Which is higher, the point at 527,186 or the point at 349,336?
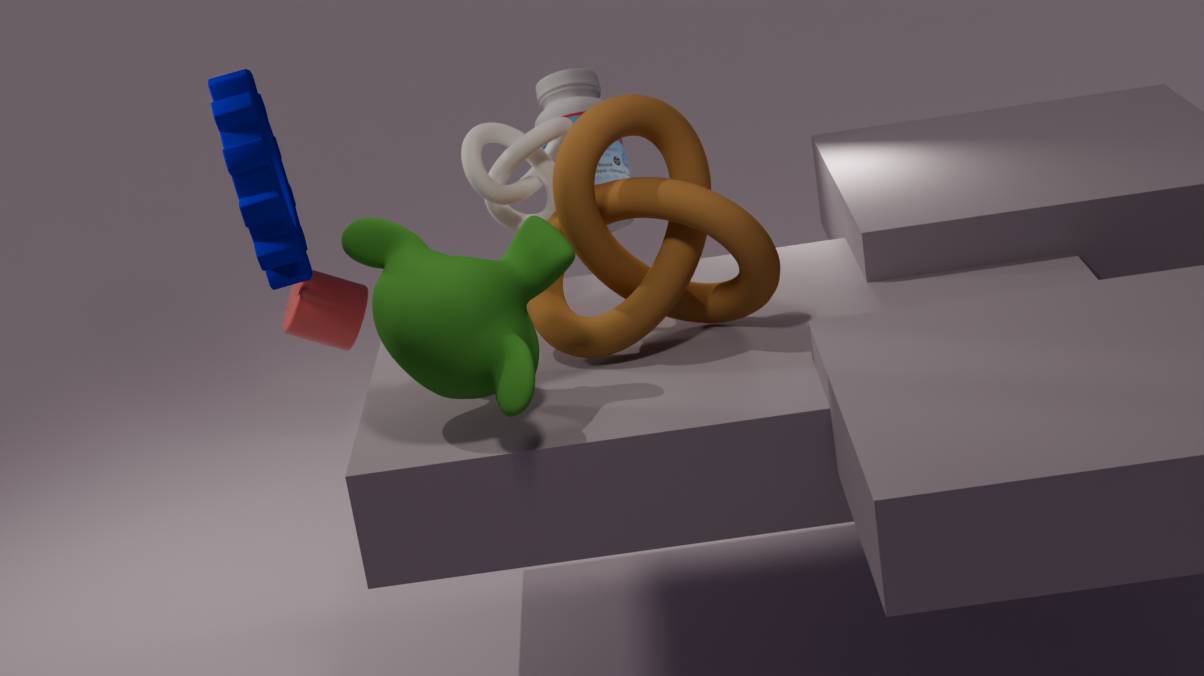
the point at 527,186
